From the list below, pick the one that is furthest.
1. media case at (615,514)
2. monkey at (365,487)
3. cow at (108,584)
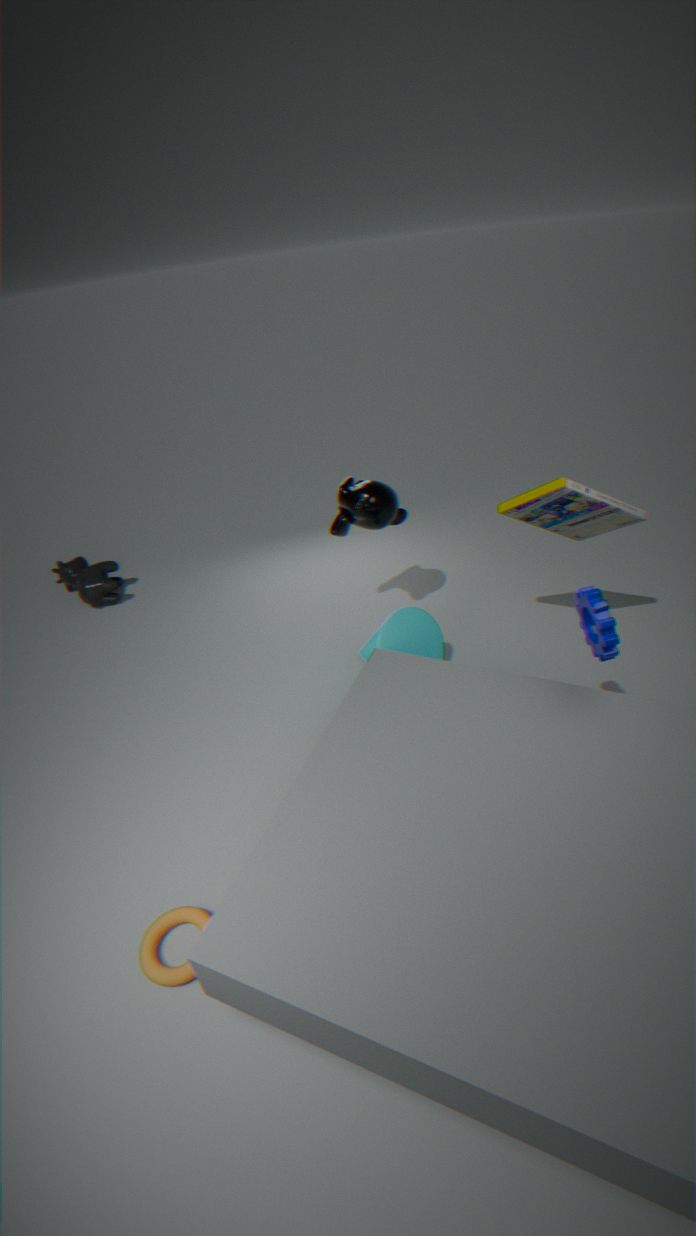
cow at (108,584)
